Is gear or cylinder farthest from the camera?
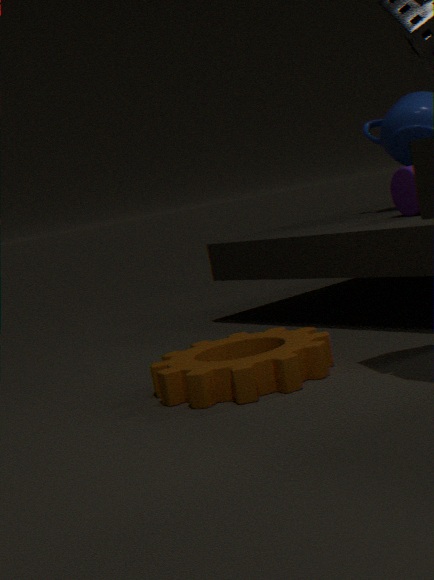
cylinder
